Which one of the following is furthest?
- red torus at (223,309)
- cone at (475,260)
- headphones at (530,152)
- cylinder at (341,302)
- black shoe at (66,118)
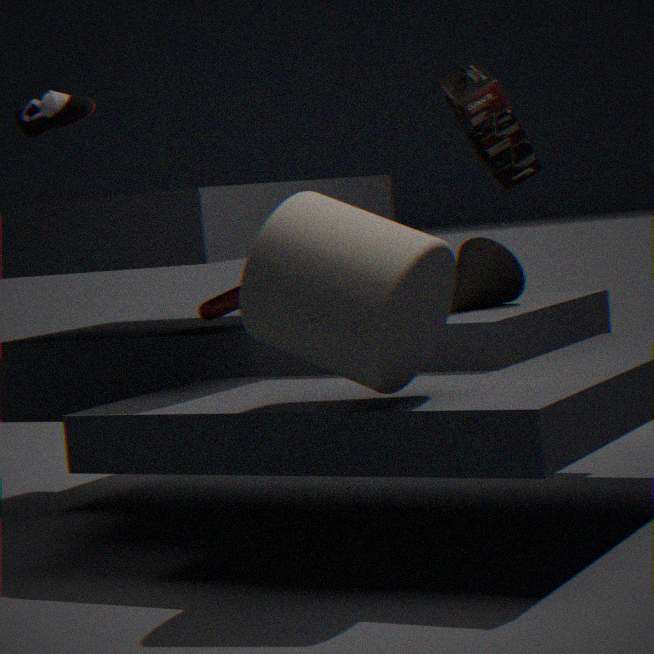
red torus at (223,309)
